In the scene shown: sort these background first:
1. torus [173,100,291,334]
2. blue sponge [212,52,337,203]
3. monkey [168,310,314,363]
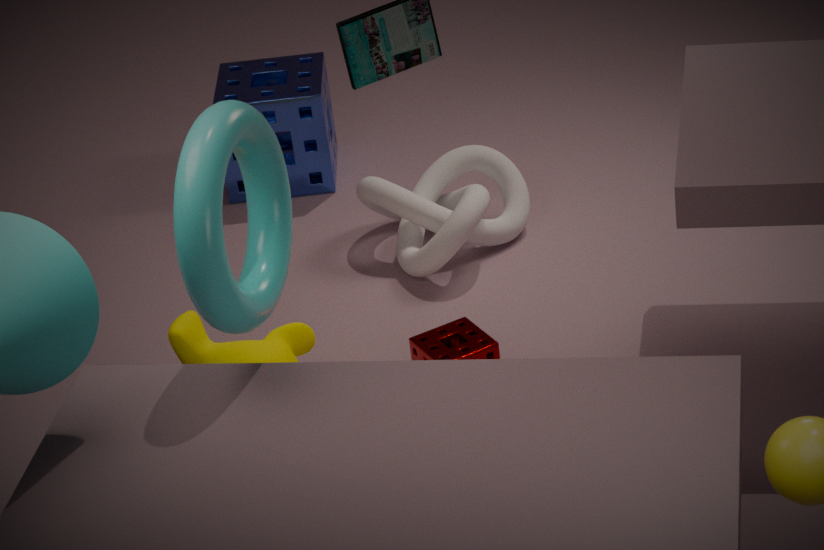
blue sponge [212,52,337,203] < monkey [168,310,314,363] < torus [173,100,291,334]
